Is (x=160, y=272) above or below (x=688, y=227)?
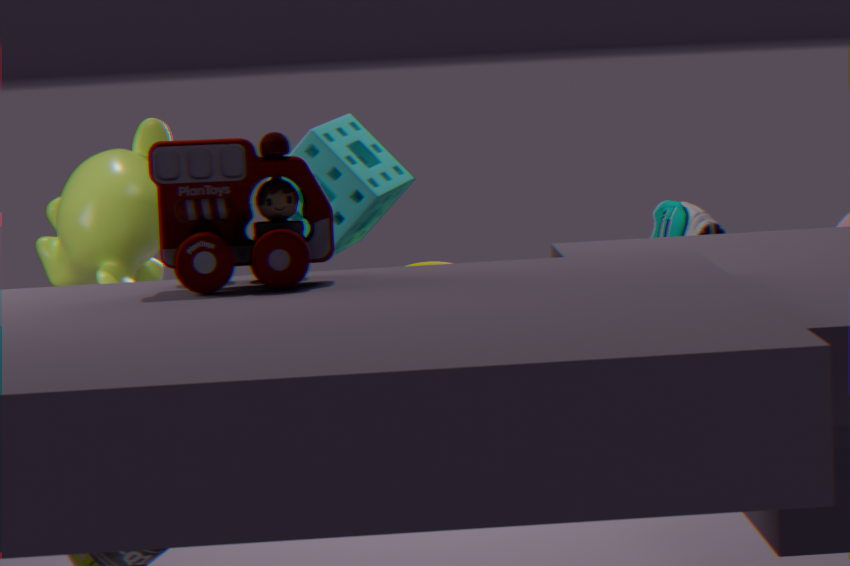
above
